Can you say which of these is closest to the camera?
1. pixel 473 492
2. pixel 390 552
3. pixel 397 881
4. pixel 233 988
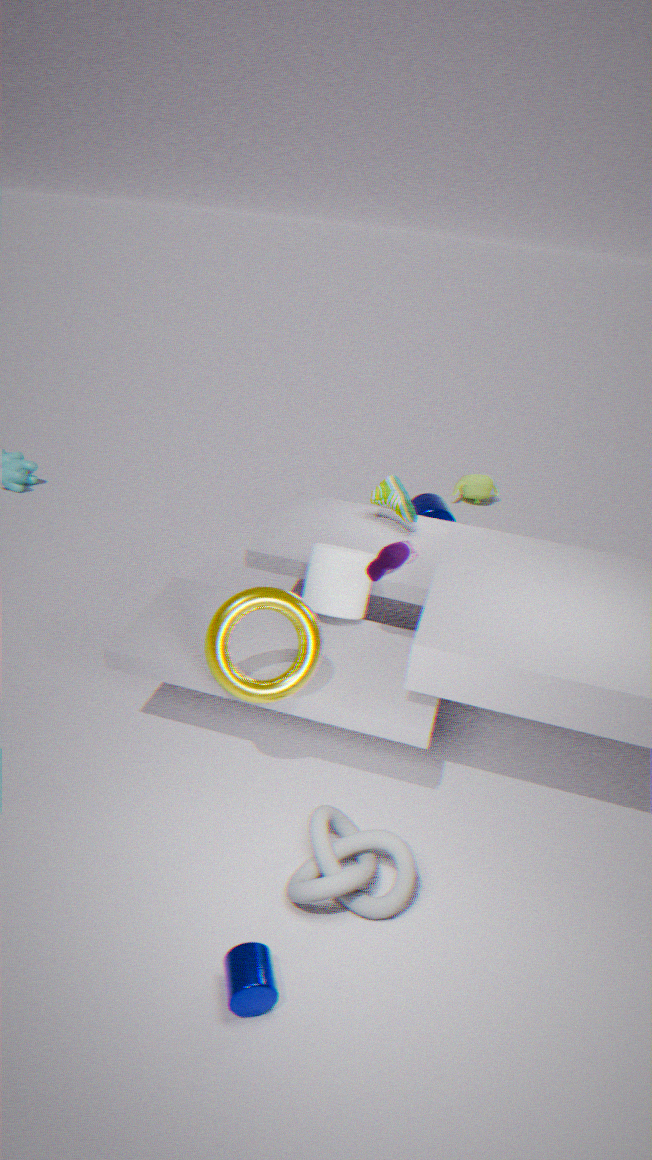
pixel 233 988
